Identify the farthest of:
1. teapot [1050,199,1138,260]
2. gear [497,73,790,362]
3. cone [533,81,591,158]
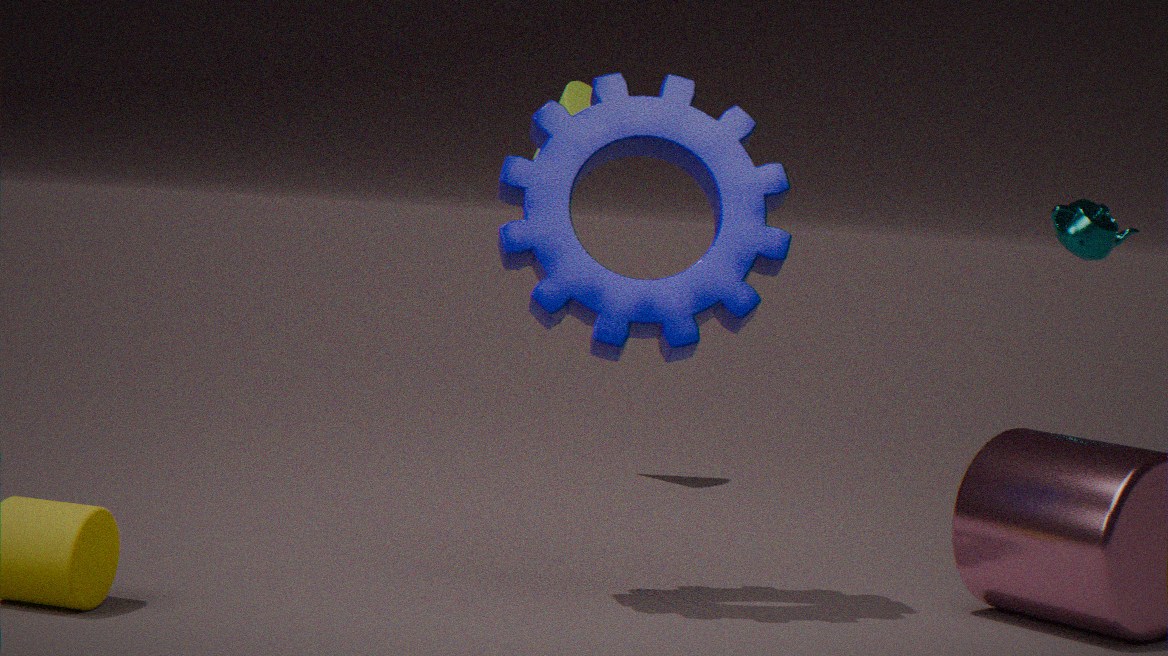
cone [533,81,591,158]
